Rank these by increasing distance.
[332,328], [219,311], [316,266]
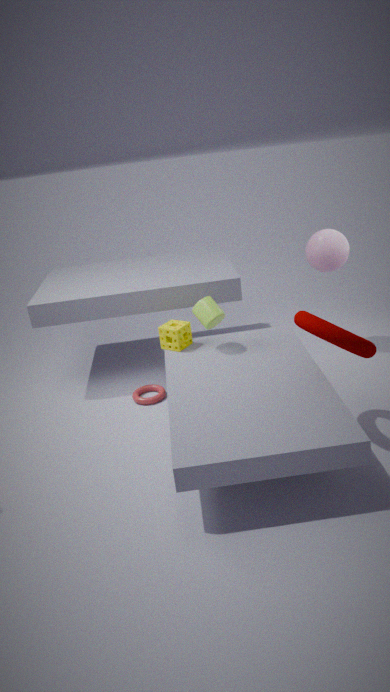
[332,328]
[219,311]
[316,266]
